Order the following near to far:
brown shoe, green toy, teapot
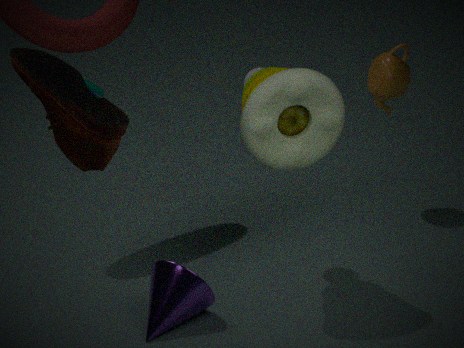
brown shoe
green toy
teapot
